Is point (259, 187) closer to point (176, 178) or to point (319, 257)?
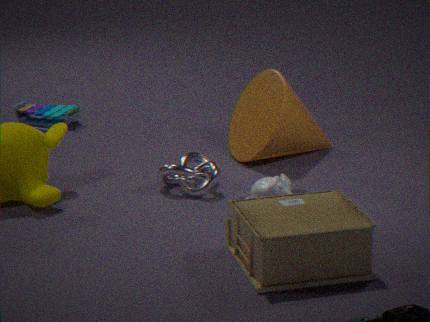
point (176, 178)
